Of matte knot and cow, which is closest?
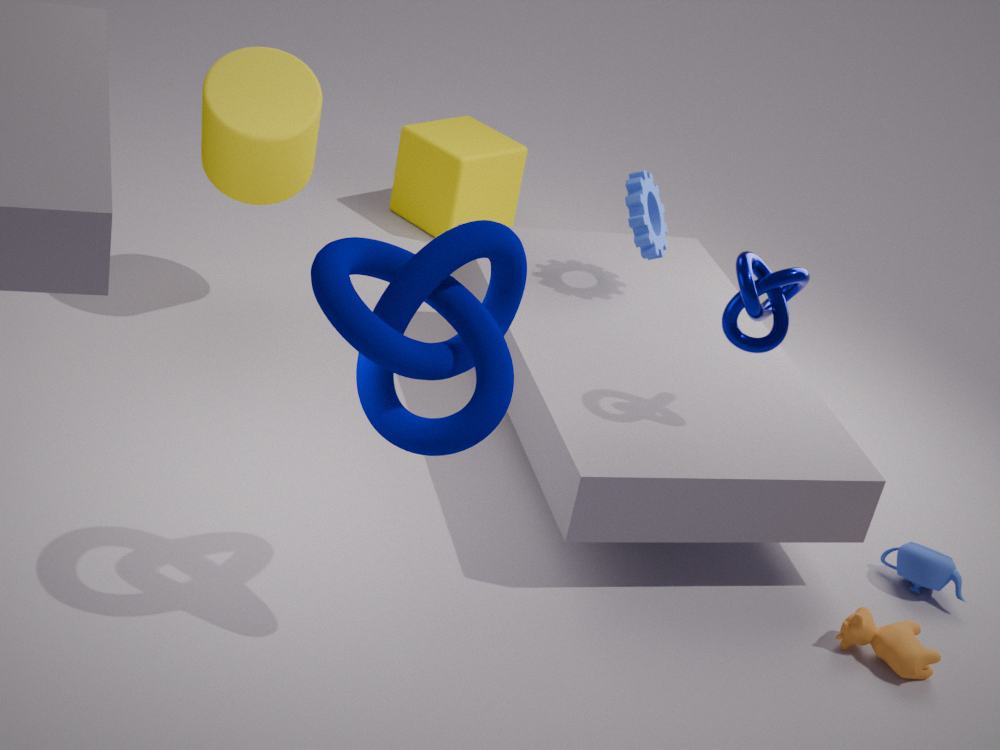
matte knot
